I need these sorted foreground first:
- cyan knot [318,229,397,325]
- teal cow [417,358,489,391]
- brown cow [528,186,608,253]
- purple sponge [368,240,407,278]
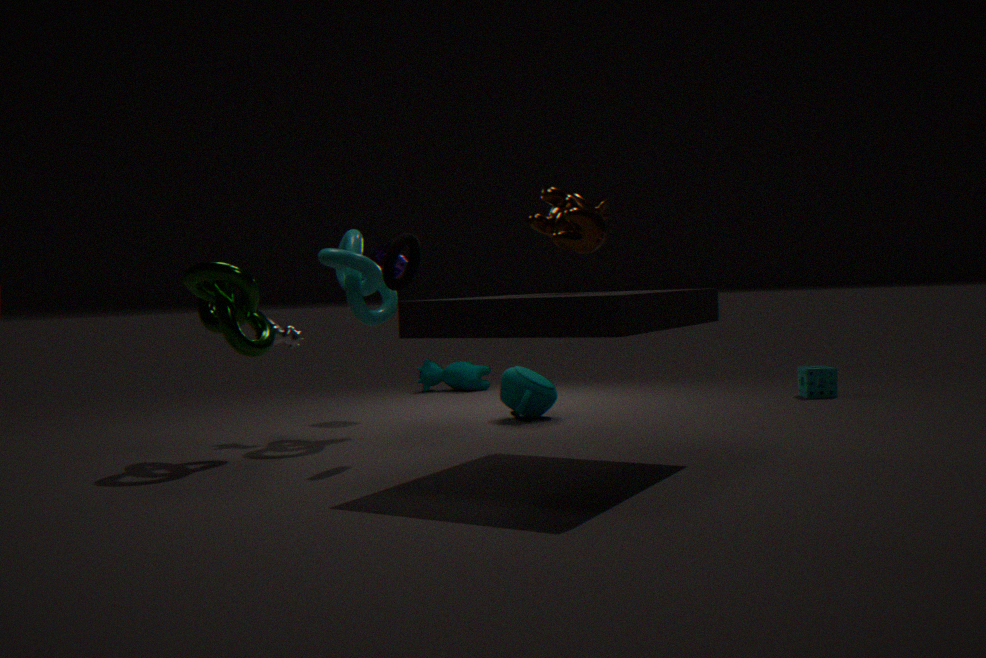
1. brown cow [528,186,608,253]
2. cyan knot [318,229,397,325]
3. purple sponge [368,240,407,278]
4. teal cow [417,358,489,391]
